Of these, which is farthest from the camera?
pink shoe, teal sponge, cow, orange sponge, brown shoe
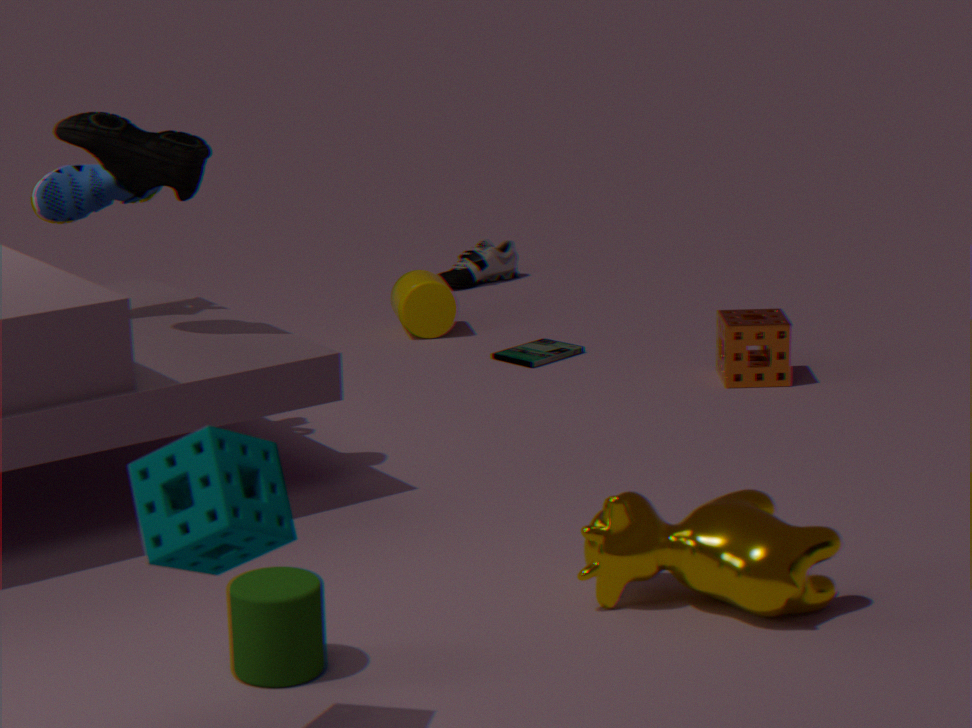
pink shoe
